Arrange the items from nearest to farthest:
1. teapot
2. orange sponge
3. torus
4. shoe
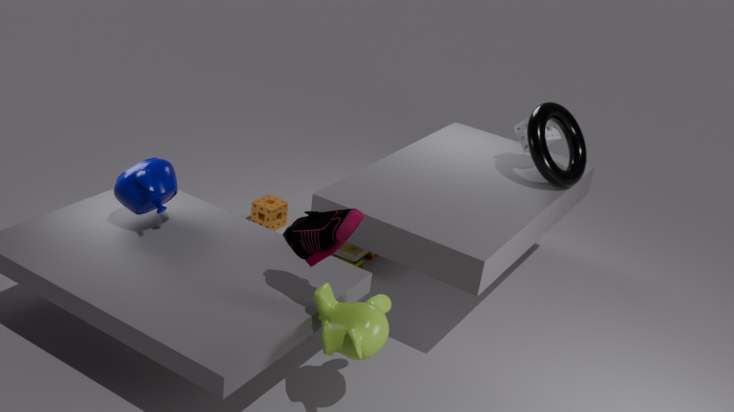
shoe → teapot → torus → orange sponge
